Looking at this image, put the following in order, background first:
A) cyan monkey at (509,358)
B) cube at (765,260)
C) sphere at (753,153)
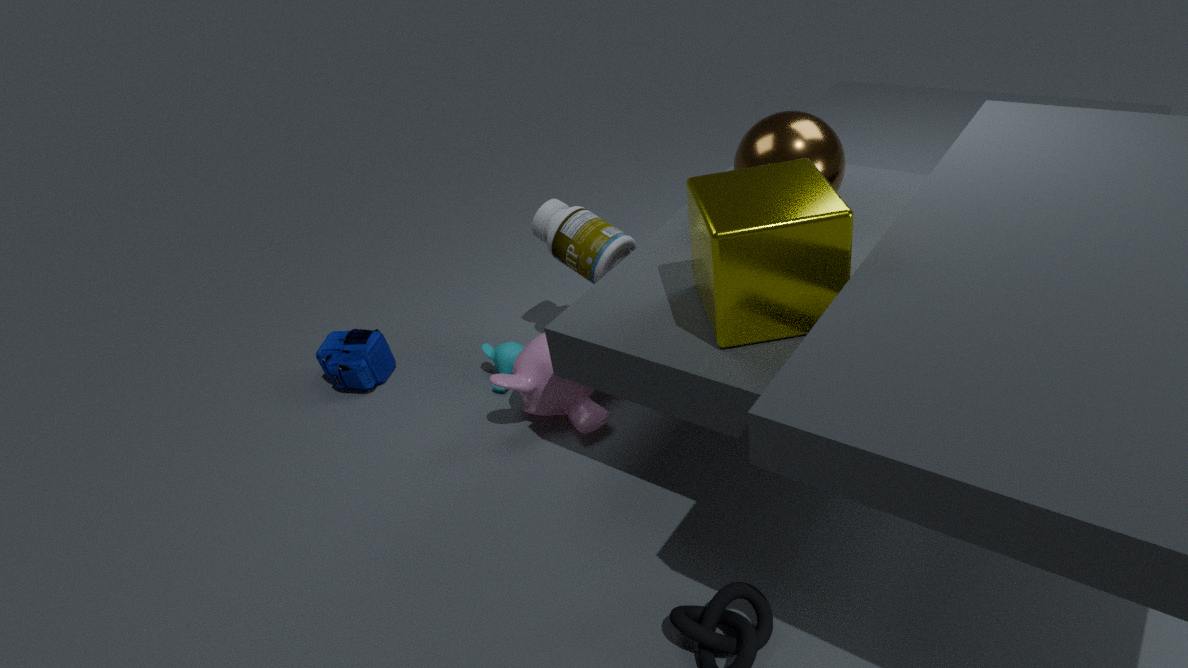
cyan monkey at (509,358) → sphere at (753,153) → cube at (765,260)
